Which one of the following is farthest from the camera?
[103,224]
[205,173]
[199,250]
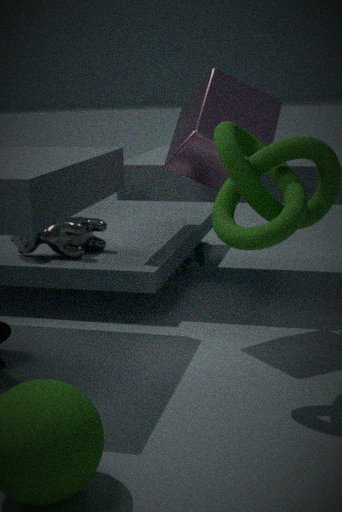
[199,250]
